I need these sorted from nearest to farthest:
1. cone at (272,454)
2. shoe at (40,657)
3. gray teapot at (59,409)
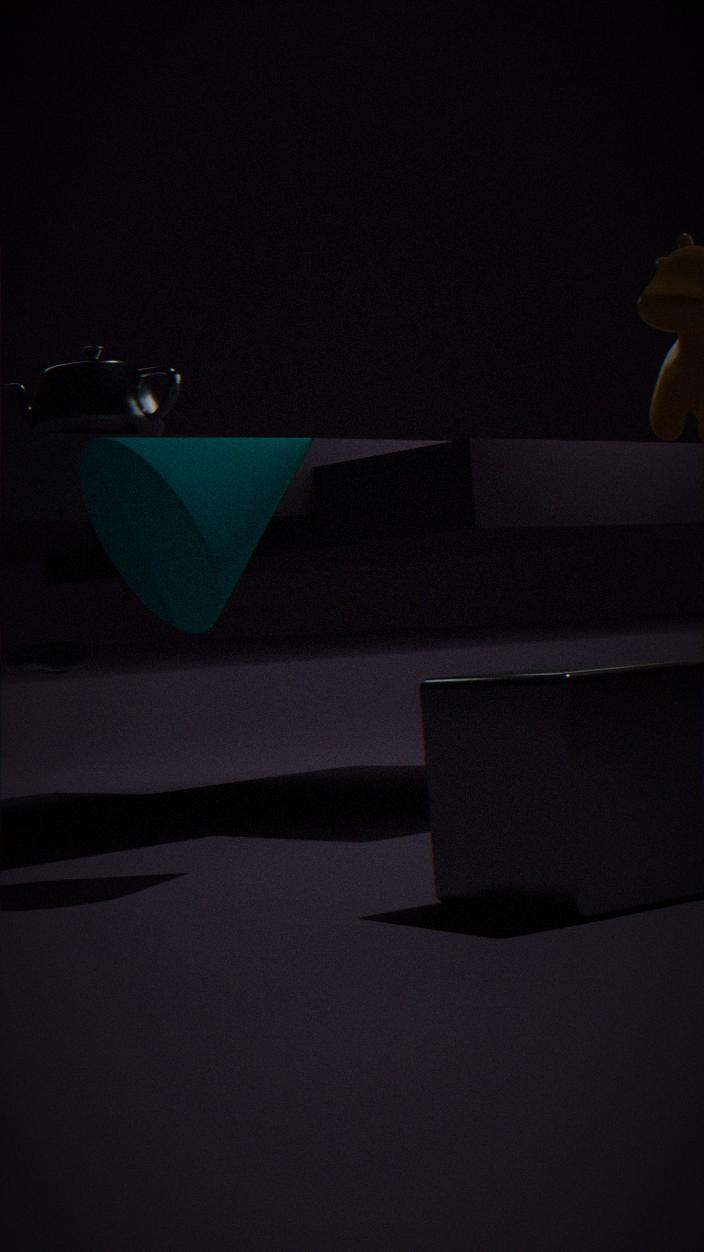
cone at (272,454), gray teapot at (59,409), shoe at (40,657)
